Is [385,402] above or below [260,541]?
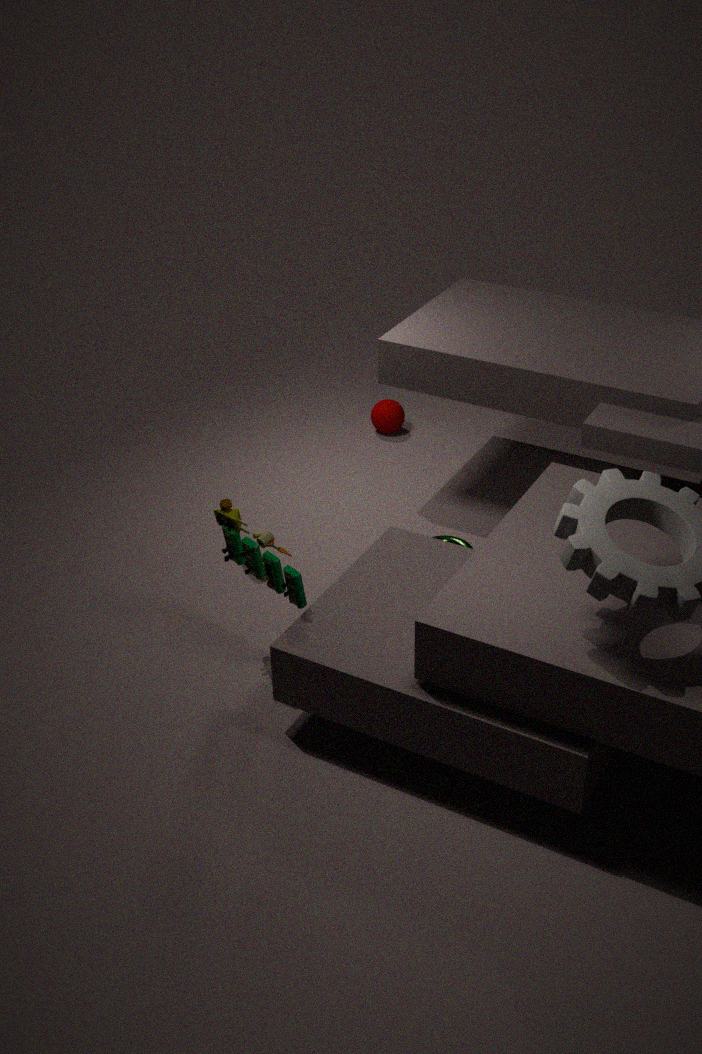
below
